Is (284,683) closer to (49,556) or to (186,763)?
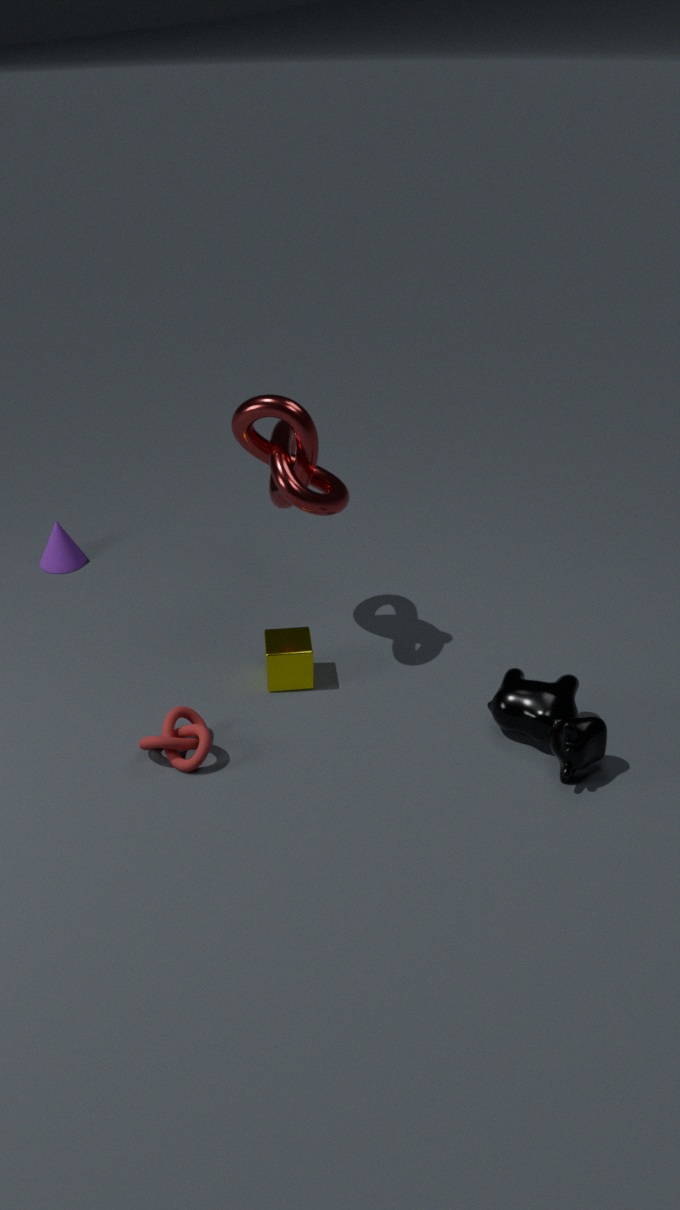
(186,763)
